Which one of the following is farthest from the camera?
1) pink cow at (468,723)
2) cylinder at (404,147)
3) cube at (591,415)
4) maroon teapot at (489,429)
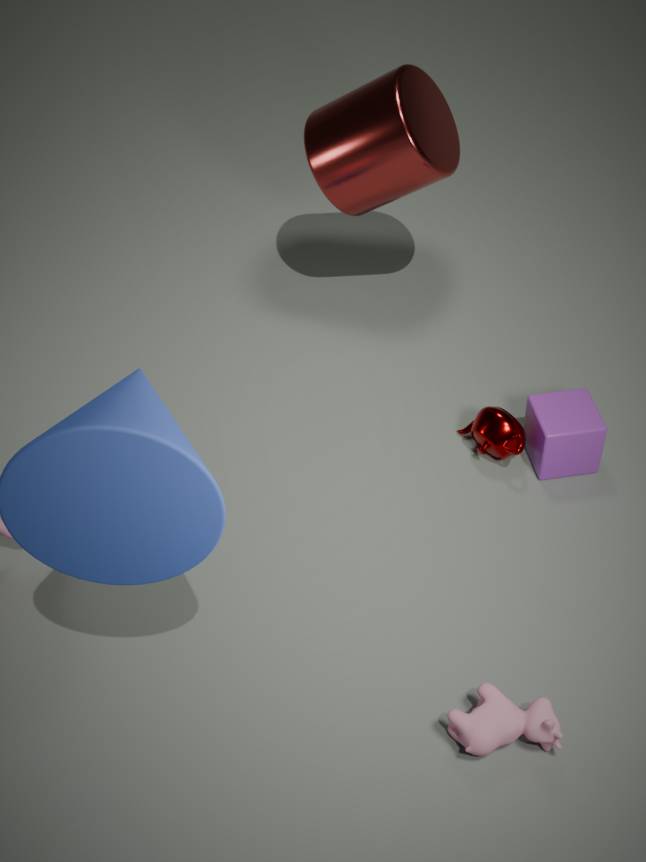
2. cylinder at (404,147)
